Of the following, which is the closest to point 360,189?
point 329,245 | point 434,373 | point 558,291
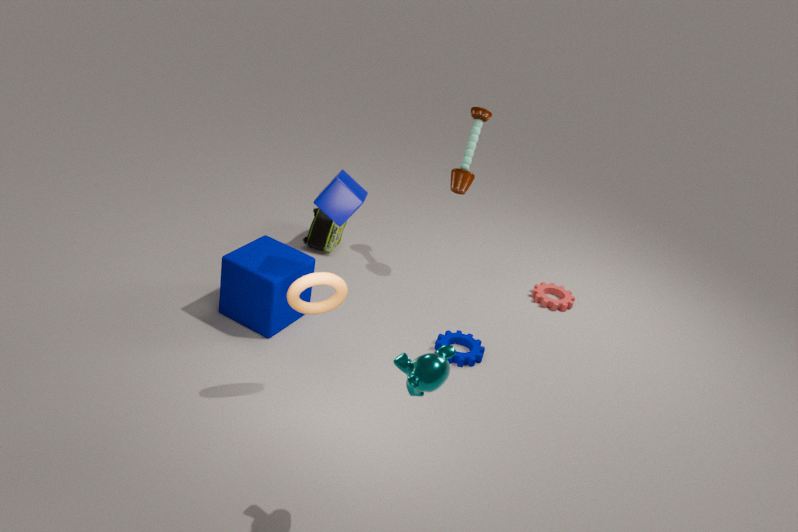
point 329,245
